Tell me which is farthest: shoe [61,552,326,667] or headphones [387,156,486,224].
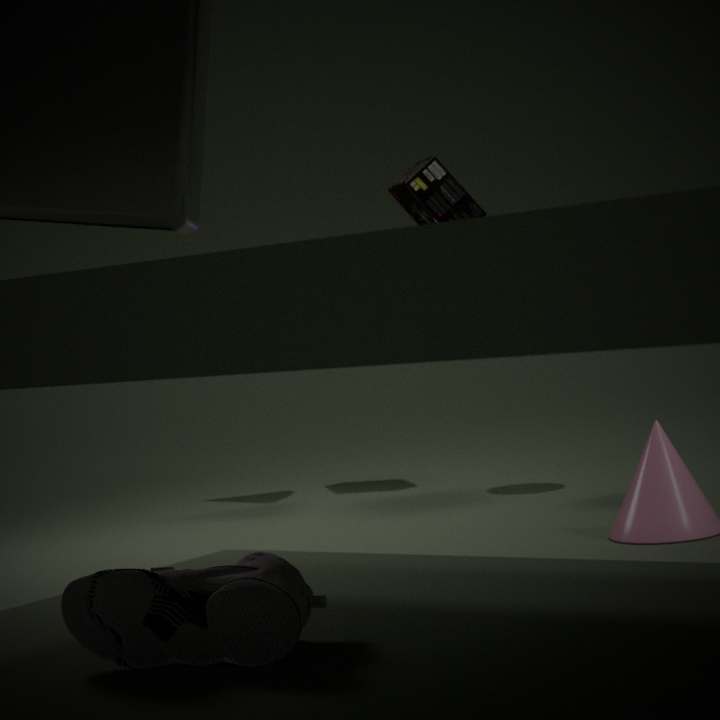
headphones [387,156,486,224]
